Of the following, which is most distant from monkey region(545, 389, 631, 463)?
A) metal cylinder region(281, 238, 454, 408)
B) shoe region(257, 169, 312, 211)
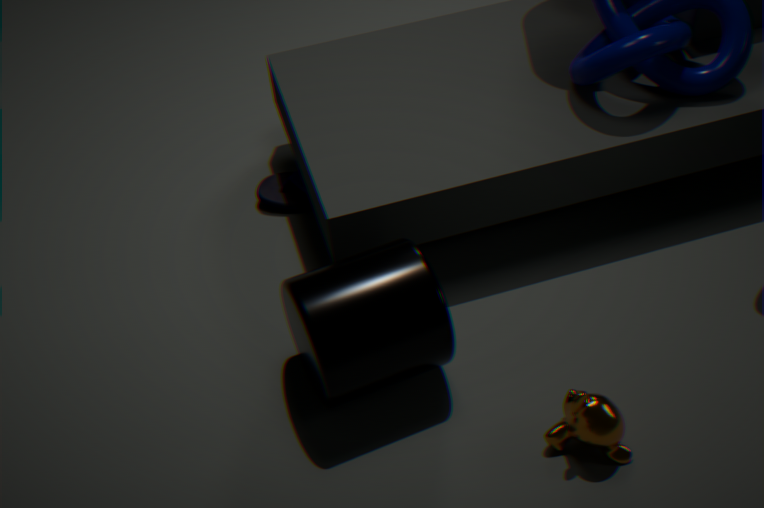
shoe region(257, 169, 312, 211)
